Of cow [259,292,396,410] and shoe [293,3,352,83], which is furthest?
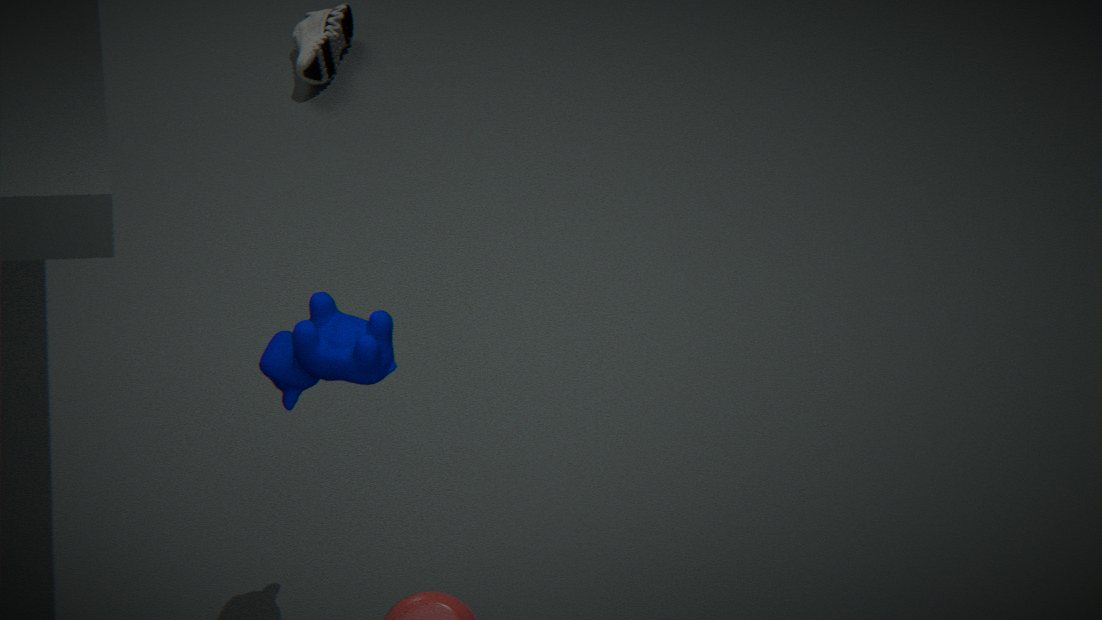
shoe [293,3,352,83]
